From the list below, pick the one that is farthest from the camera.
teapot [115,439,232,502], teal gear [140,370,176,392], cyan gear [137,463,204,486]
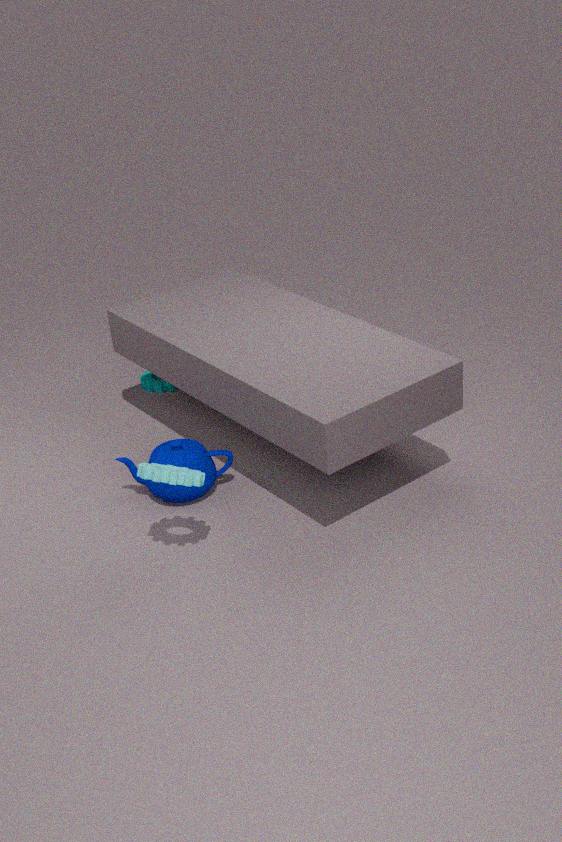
teal gear [140,370,176,392]
